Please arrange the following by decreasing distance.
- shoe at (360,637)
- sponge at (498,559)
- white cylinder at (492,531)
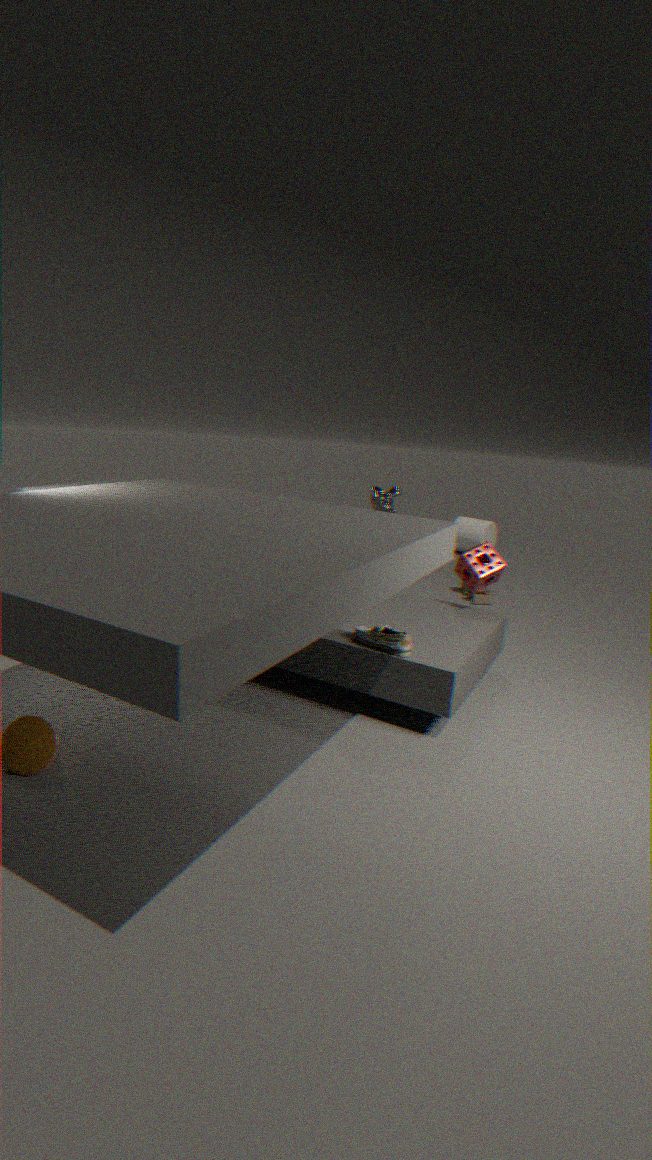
white cylinder at (492,531) < sponge at (498,559) < shoe at (360,637)
